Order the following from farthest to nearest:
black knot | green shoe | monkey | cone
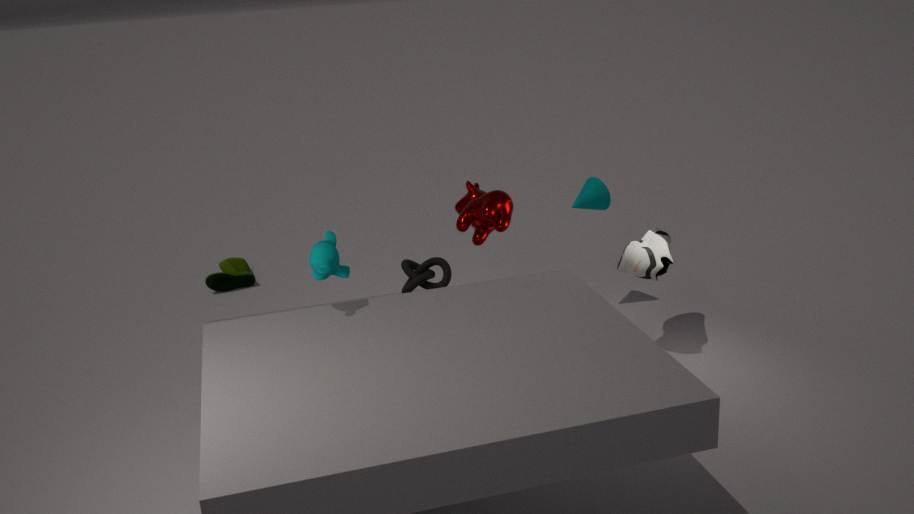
green shoe, cone, black knot, monkey
